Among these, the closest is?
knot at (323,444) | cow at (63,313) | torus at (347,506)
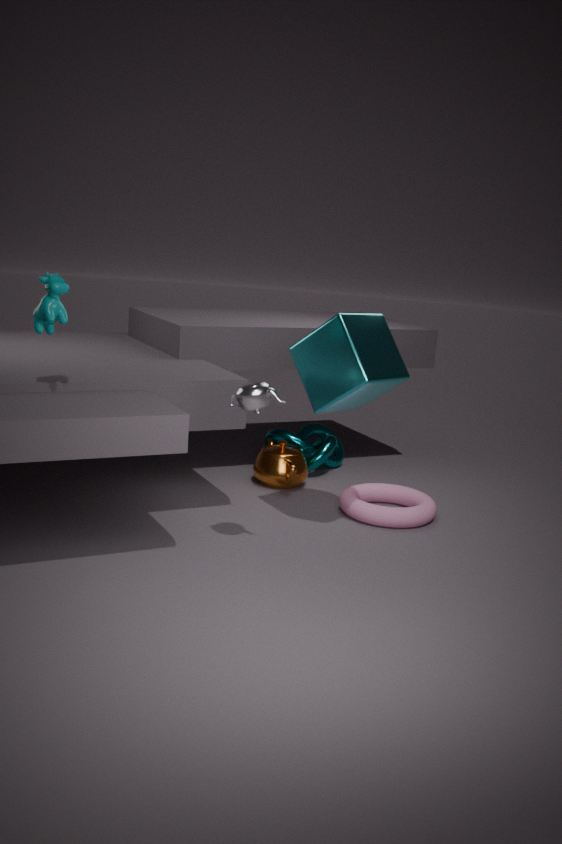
cow at (63,313)
